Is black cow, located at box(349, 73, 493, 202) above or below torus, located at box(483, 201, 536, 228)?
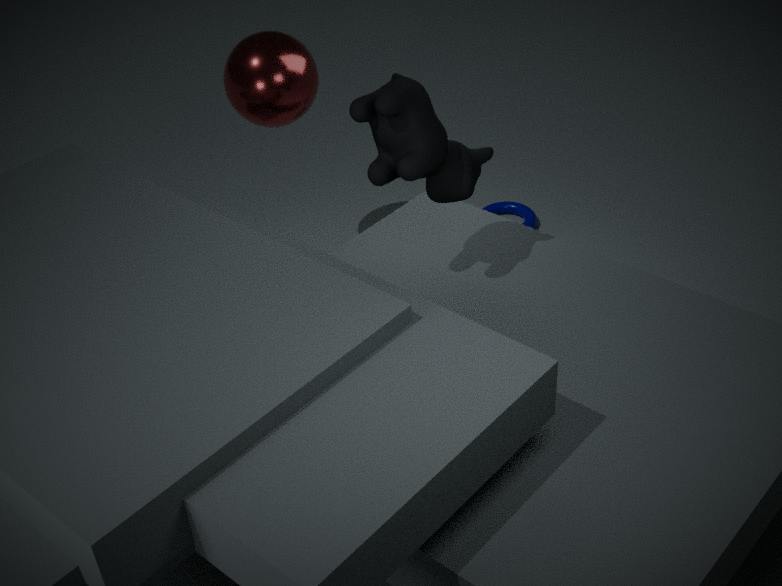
above
